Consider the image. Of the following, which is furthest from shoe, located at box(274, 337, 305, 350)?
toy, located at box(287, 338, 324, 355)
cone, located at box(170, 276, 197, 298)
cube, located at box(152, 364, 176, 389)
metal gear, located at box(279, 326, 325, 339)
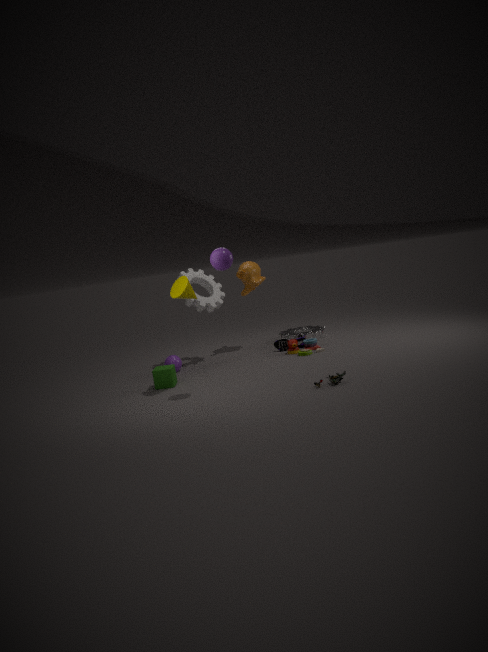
cone, located at box(170, 276, 197, 298)
